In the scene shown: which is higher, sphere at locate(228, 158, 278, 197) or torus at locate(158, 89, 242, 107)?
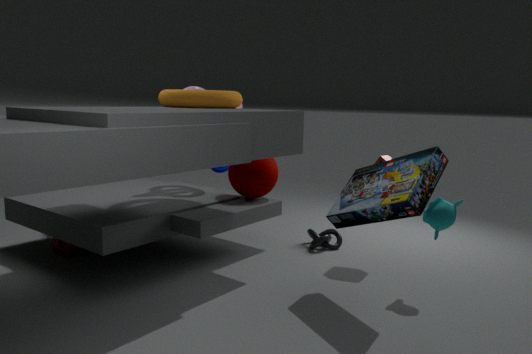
torus at locate(158, 89, 242, 107)
